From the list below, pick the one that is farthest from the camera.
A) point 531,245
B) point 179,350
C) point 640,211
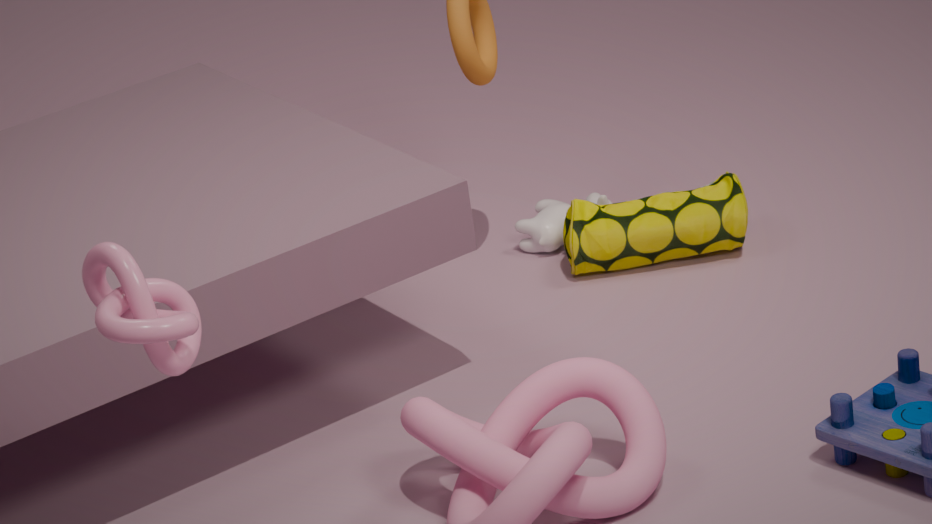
point 531,245
